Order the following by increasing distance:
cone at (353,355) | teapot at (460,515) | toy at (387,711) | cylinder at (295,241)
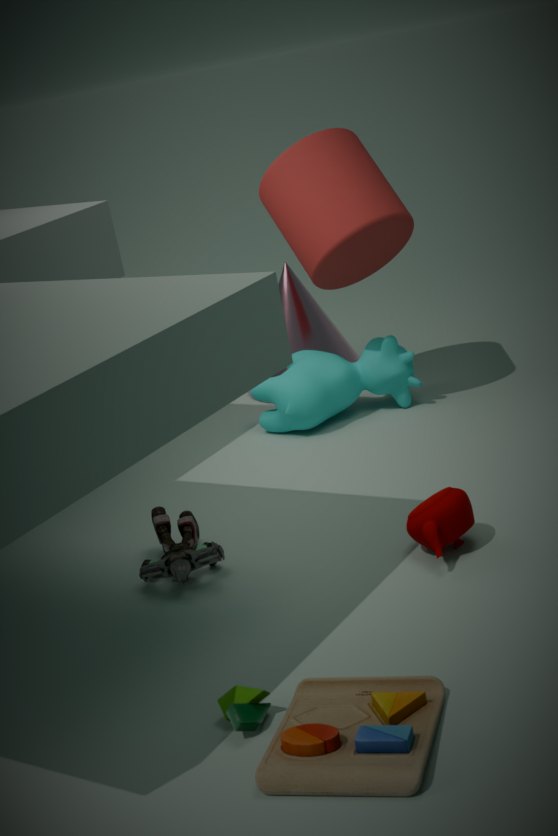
1. toy at (387,711)
2. teapot at (460,515)
3. cylinder at (295,241)
4. cone at (353,355)
